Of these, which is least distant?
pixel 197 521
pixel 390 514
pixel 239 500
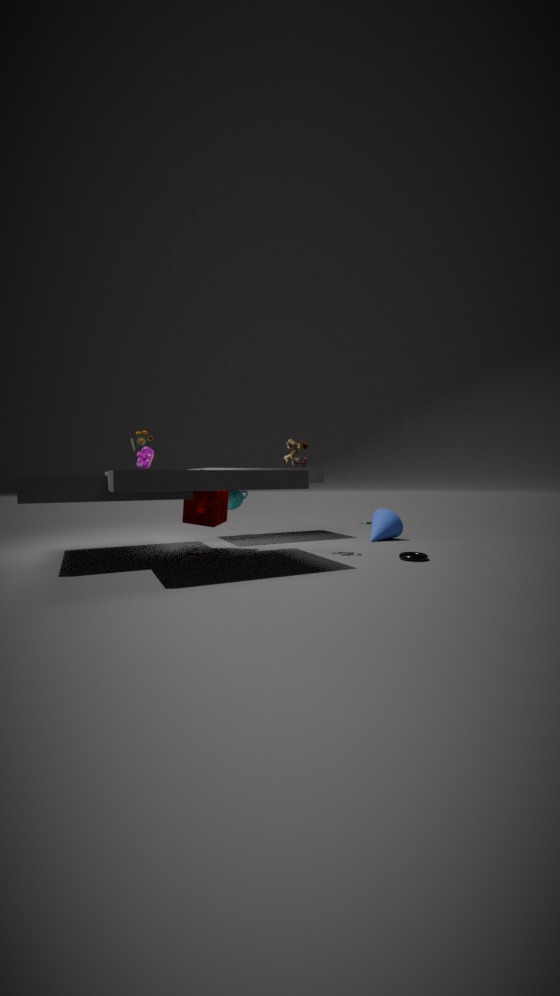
pixel 197 521
